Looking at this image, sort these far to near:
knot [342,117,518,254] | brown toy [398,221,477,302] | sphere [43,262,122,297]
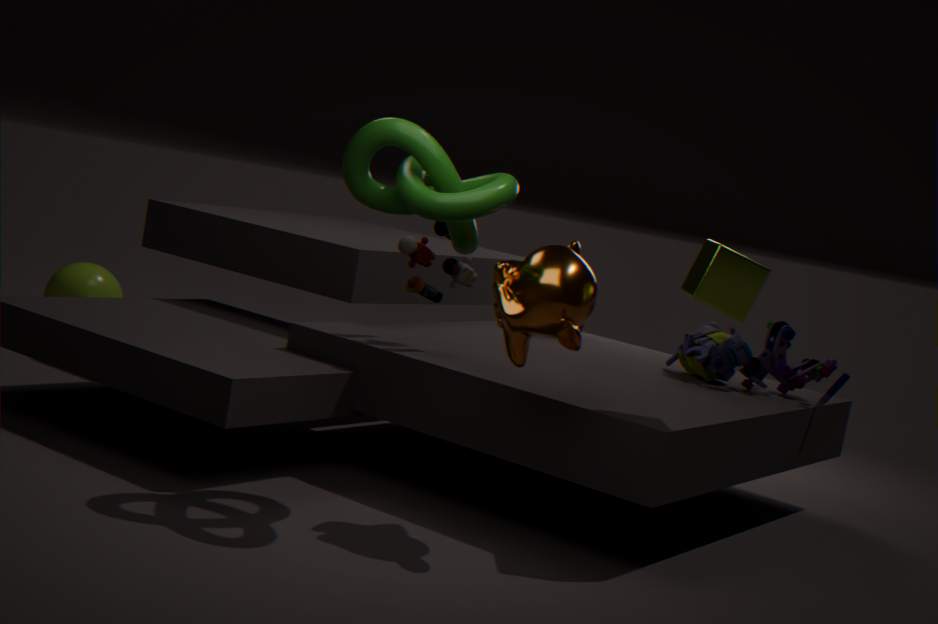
sphere [43,262,122,297]
brown toy [398,221,477,302]
knot [342,117,518,254]
